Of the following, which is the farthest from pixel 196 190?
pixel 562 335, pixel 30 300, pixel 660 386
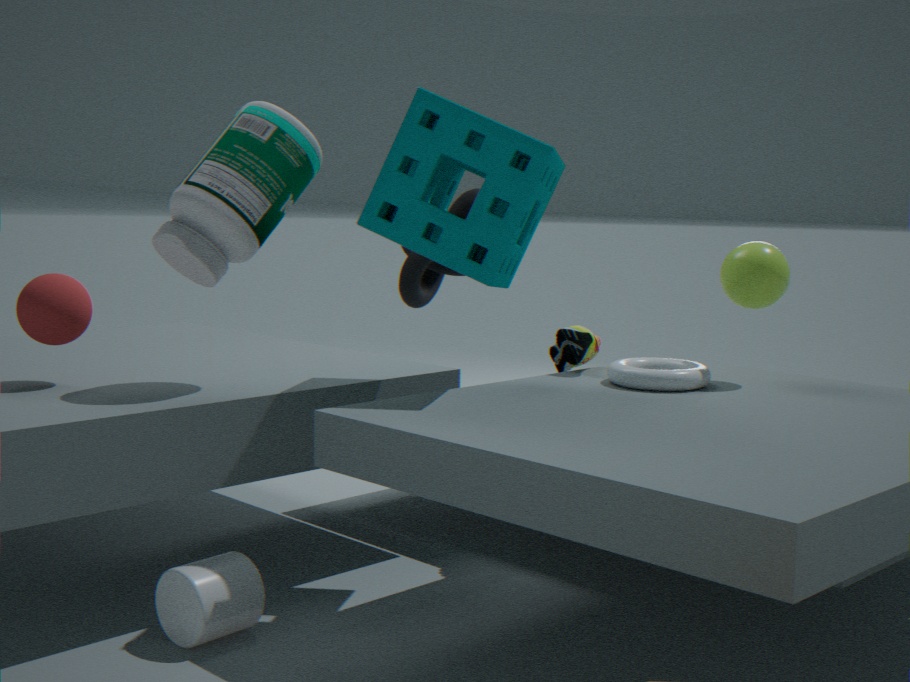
pixel 660 386
